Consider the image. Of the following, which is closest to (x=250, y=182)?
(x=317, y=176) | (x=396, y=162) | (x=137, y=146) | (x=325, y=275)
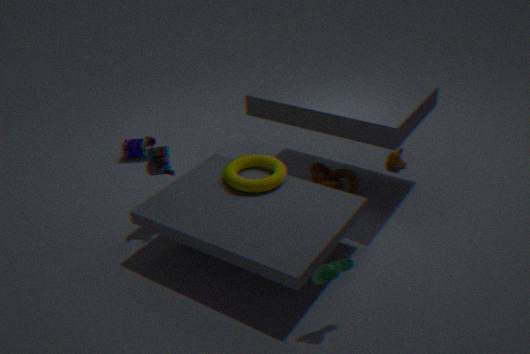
(x=317, y=176)
